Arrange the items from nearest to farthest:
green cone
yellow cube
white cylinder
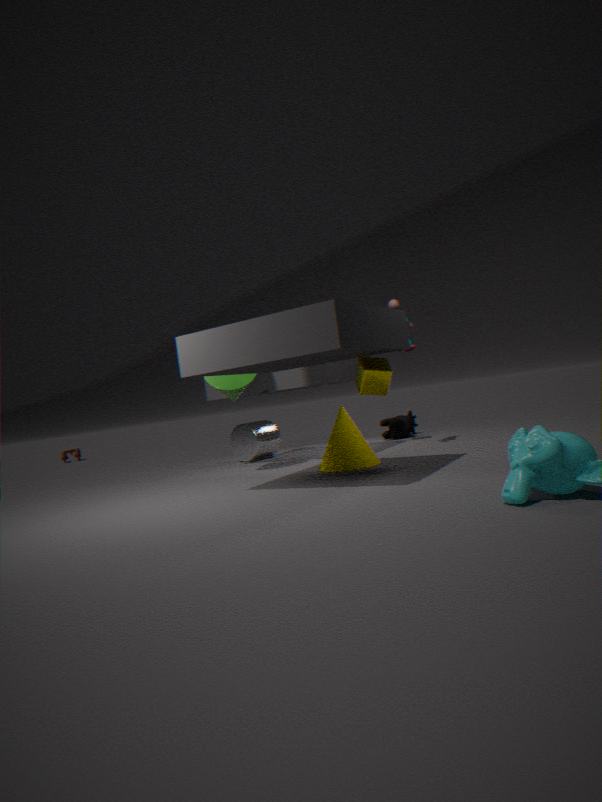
yellow cube, green cone, white cylinder
